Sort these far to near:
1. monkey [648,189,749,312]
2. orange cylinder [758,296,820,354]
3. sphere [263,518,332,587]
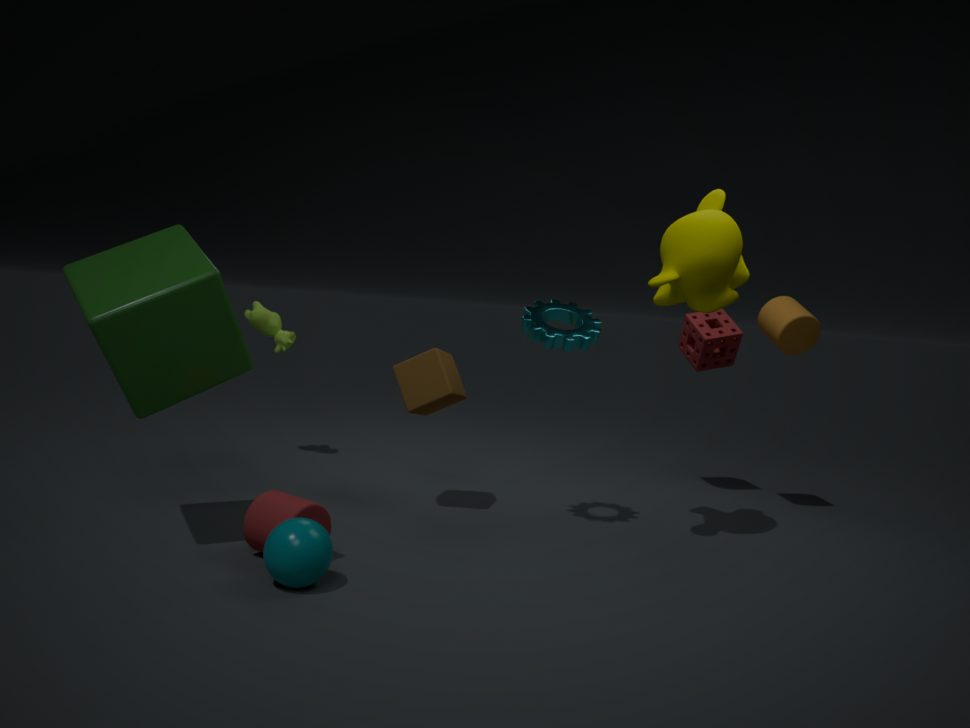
orange cylinder [758,296,820,354], monkey [648,189,749,312], sphere [263,518,332,587]
